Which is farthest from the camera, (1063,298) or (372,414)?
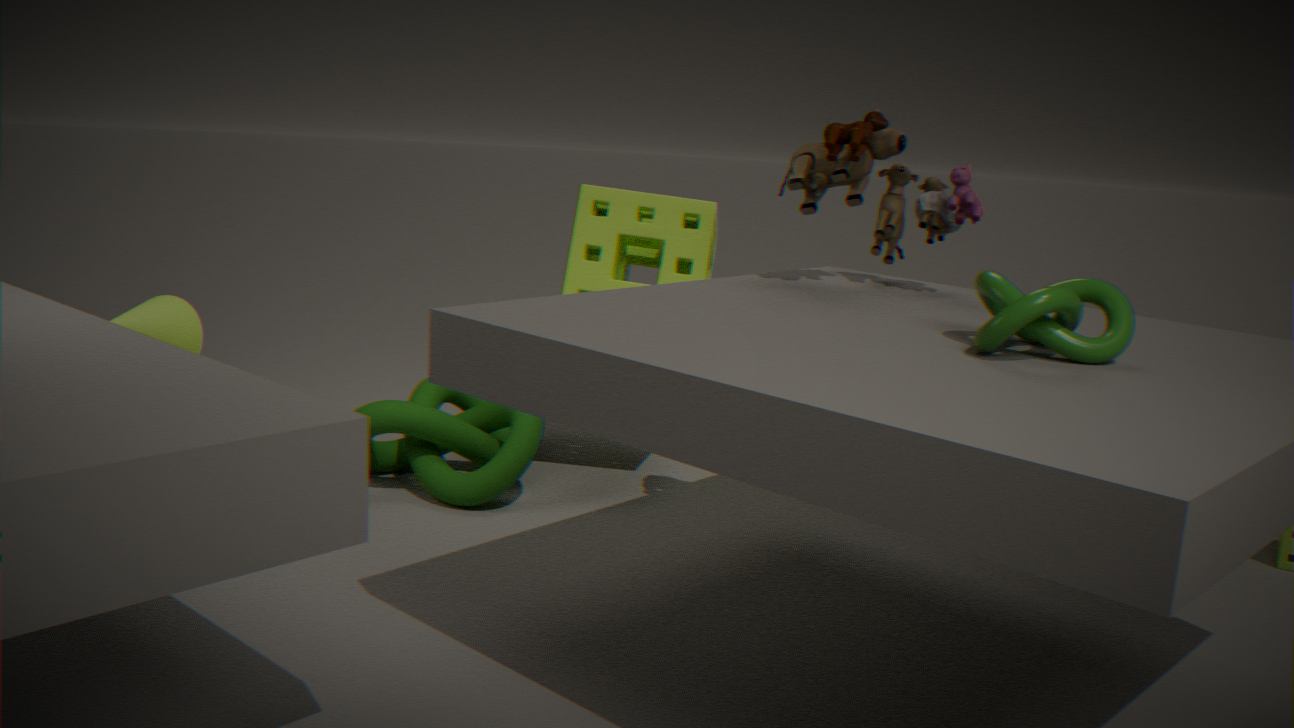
(372,414)
